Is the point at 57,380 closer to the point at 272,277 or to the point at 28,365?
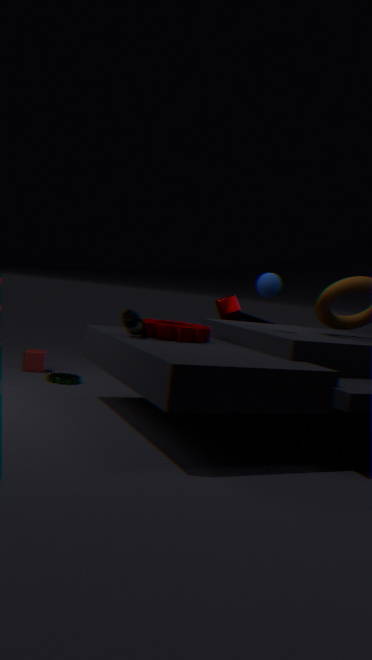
the point at 28,365
